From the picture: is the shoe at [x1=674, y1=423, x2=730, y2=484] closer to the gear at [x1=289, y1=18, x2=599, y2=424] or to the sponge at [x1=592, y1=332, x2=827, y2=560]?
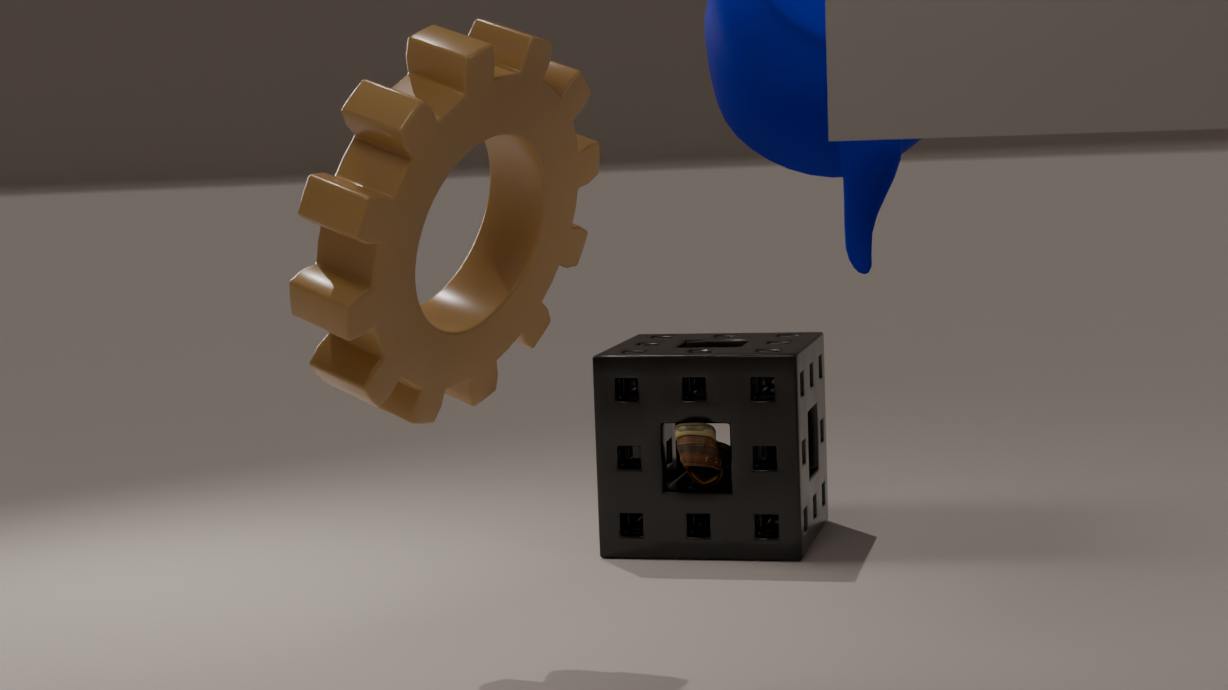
the sponge at [x1=592, y1=332, x2=827, y2=560]
